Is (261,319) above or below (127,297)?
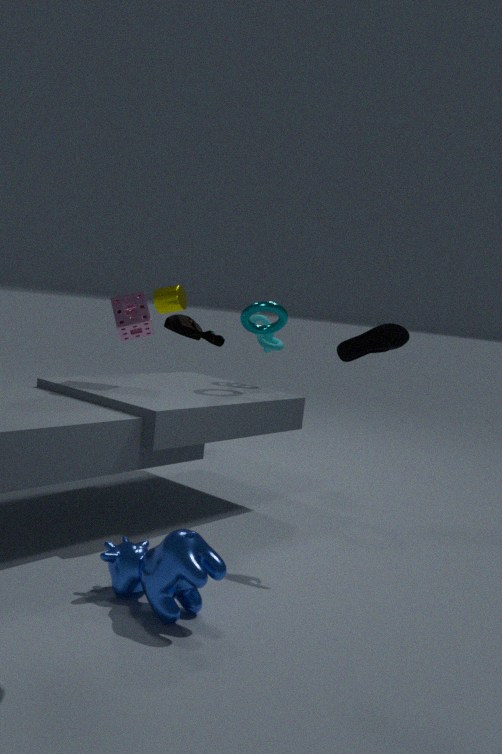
below
